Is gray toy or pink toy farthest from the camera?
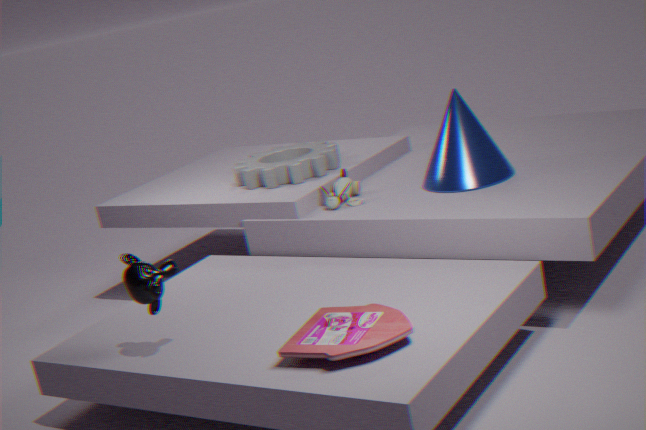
gray toy
